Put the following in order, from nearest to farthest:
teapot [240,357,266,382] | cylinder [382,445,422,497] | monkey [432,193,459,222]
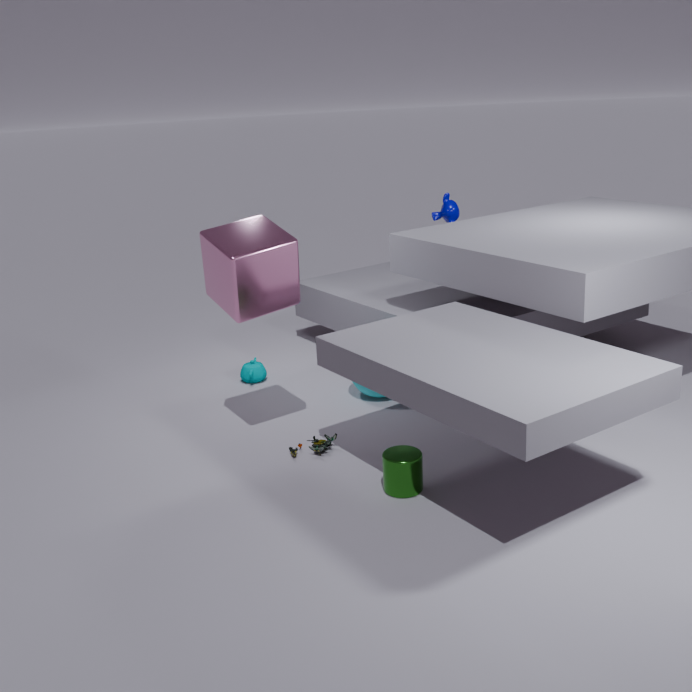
1. cylinder [382,445,422,497]
2. teapot [240,357,266,382]
3. monkey [432,193,459,222]
